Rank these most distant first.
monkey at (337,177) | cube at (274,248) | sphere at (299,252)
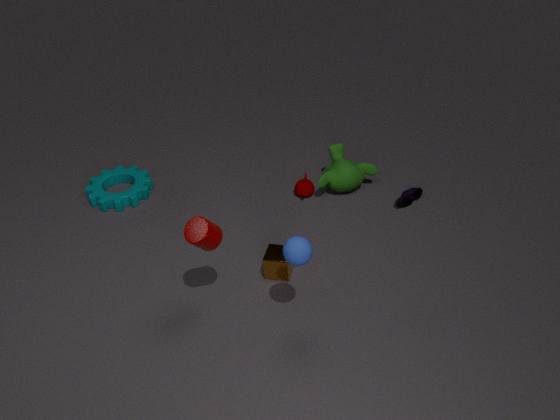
monkey at (337,177)
cube at (274,248)
sphere at (299,252)
